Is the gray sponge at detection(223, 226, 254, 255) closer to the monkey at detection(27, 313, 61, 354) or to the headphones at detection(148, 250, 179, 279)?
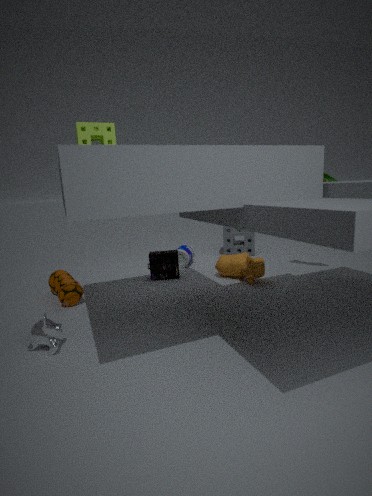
the headphones at detection(148, 250, 179, 279)
